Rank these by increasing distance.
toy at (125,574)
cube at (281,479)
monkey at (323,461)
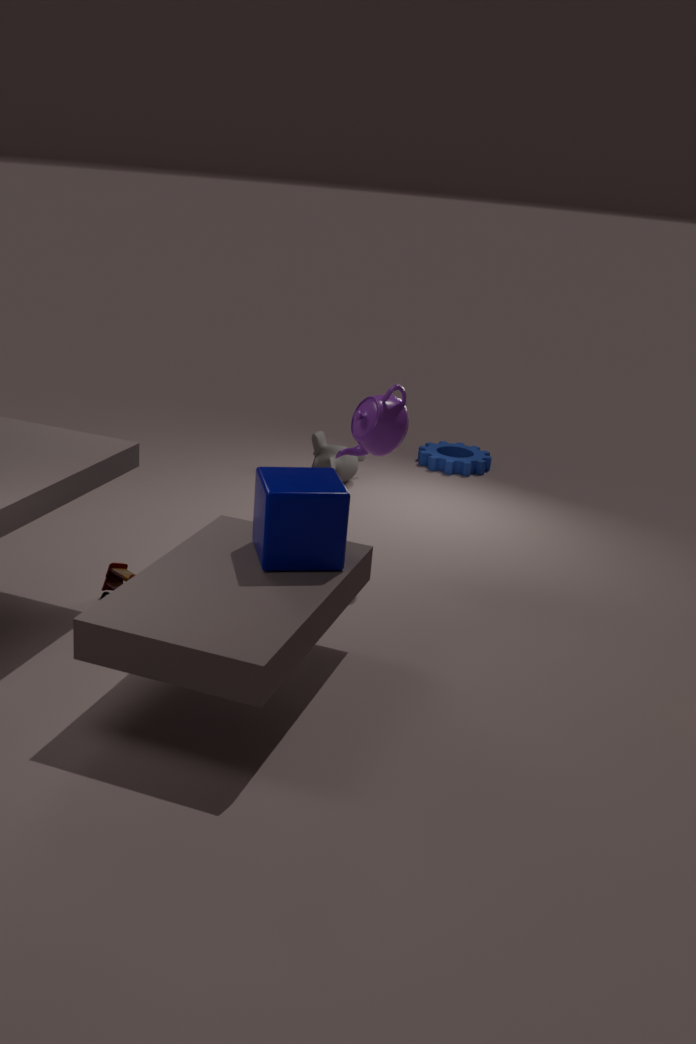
cube at (281,479)
toy at (125,574)
monkey at (323,461)
